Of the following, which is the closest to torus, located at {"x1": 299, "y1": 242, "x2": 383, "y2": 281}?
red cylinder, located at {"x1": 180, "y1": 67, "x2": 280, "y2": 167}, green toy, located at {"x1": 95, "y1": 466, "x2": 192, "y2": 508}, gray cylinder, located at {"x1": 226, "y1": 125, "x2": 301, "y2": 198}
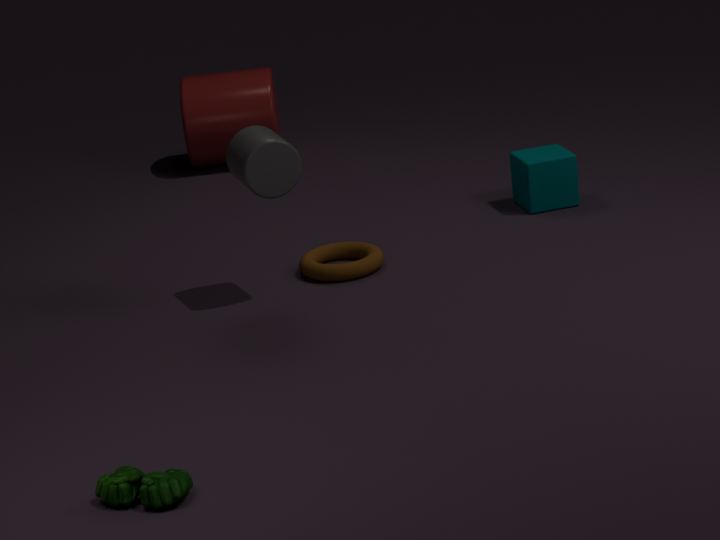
gray cylinder, located at {"x1": 226, "y1": 125, "x2": 301, "y2": 198}
